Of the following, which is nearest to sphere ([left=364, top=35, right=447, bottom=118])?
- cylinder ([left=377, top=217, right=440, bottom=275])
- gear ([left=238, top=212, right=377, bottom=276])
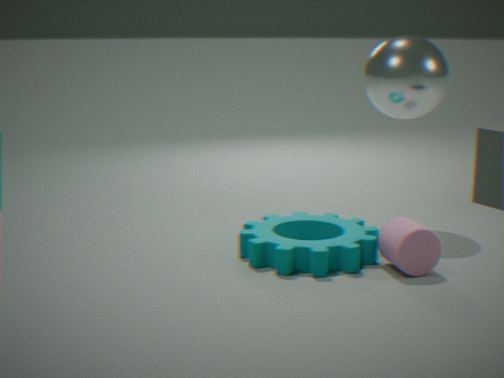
gear ([left=238, top=212, right=377, bottom=276])
